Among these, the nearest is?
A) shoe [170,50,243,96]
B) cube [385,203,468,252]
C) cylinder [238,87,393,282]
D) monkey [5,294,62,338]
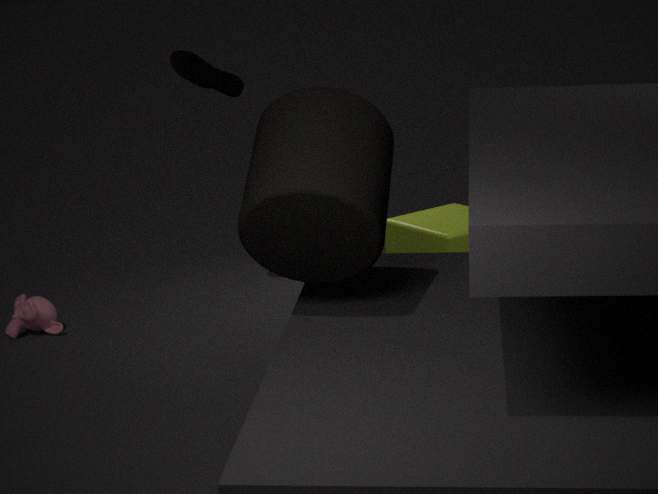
cylinder [238,87,393,282]
